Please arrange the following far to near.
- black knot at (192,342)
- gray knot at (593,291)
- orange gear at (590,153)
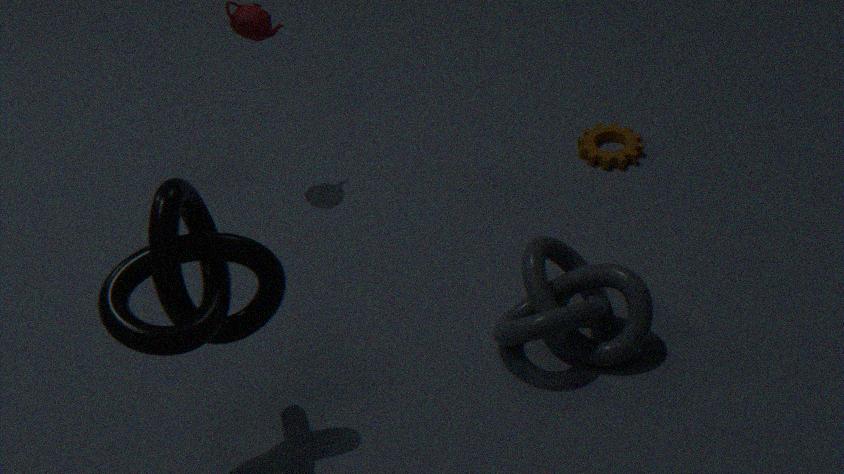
orange gear at (590,153)
gray knot at (593,291)
black knot at (192,342)
